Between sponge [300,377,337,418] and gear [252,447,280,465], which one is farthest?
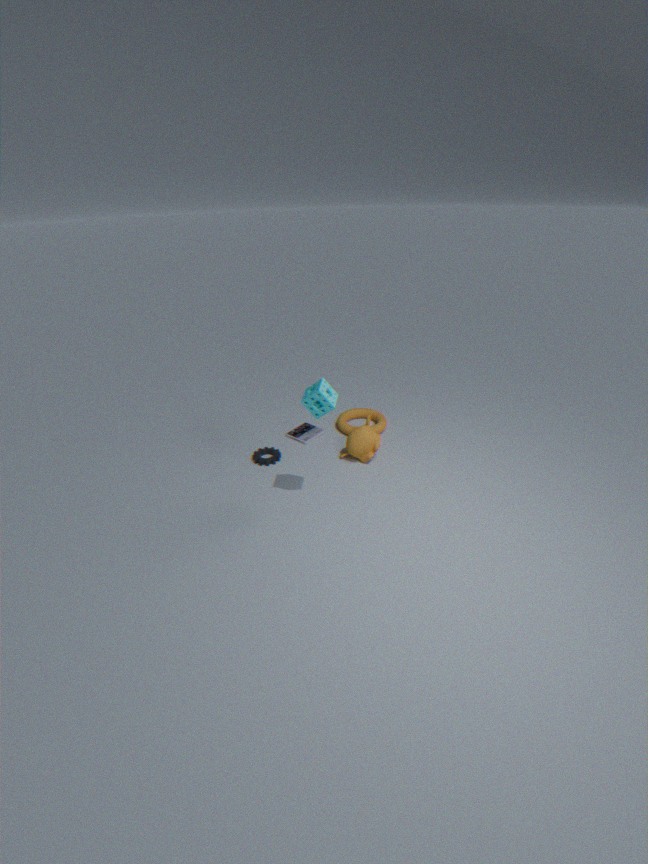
gear [252,447,280,465]
